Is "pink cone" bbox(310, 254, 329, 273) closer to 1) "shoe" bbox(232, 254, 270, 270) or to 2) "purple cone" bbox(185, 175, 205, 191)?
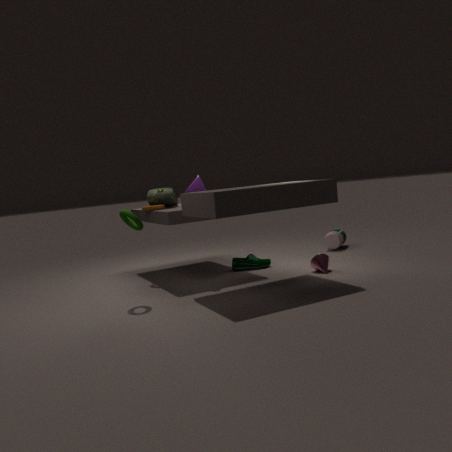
1) "shoe" bbox(232, 254, 270, 270)
